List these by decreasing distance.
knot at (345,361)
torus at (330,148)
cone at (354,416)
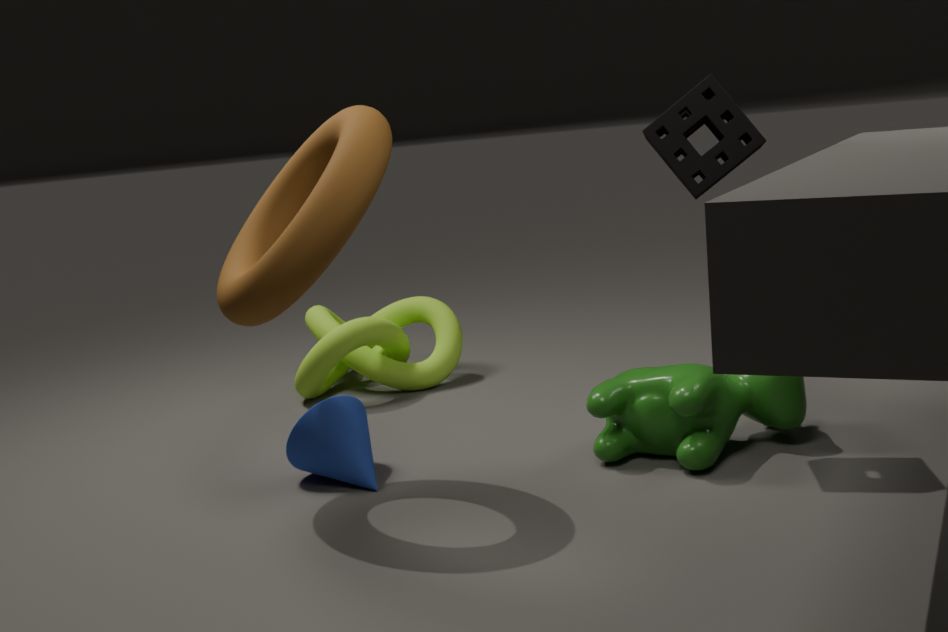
knot at (345,361), cone at (354,416), torus at (330,148)
